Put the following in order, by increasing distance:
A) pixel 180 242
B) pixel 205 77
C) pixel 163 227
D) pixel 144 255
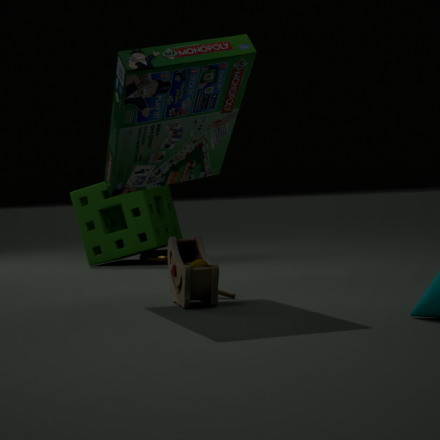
pixel 205 77
pixel 180 242
pixel 144 255
pixel 163 227
